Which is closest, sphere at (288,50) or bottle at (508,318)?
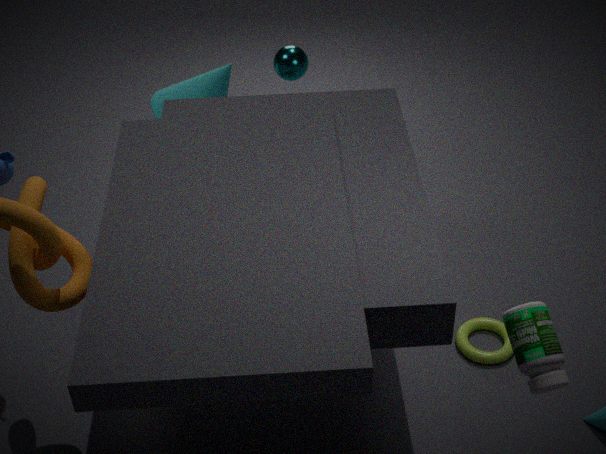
bottle at (508,318)
